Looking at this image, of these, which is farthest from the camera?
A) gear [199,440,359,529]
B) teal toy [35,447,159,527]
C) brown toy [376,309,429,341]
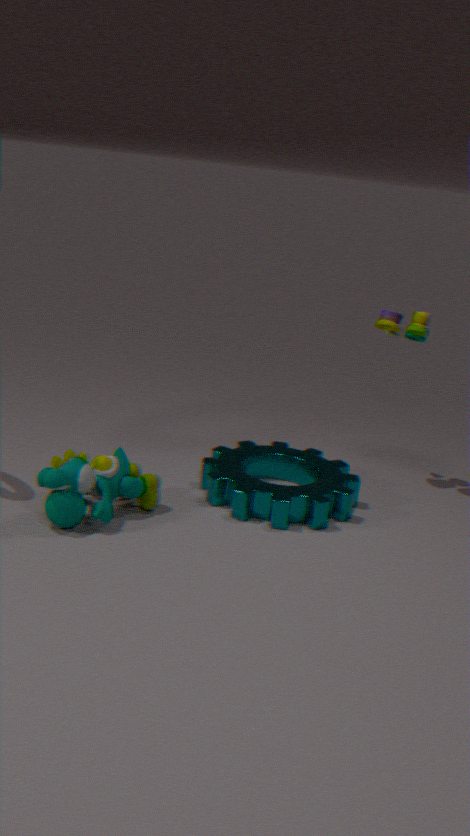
brown toy [376,309,429,341]
